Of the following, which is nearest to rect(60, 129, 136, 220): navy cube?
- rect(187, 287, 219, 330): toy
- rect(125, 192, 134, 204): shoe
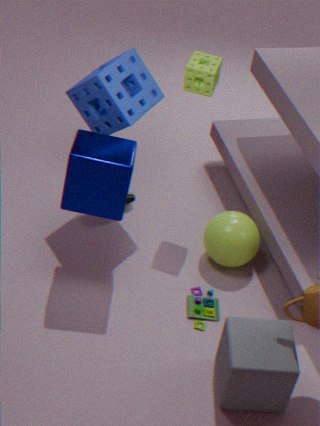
rect(125, 192, 134, 204): shoe
